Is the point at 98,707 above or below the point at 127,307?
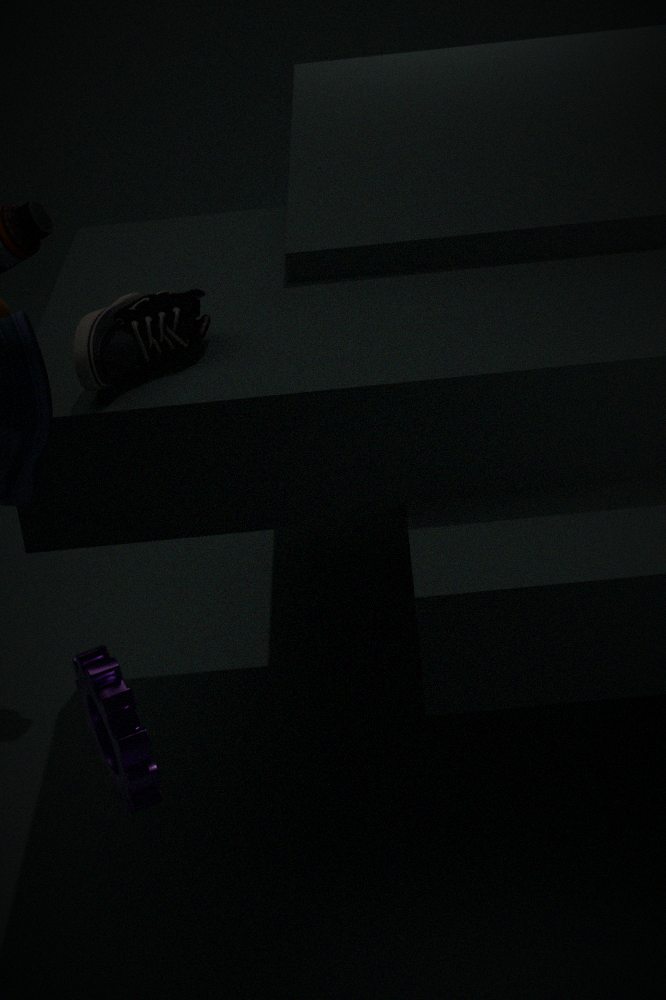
below
